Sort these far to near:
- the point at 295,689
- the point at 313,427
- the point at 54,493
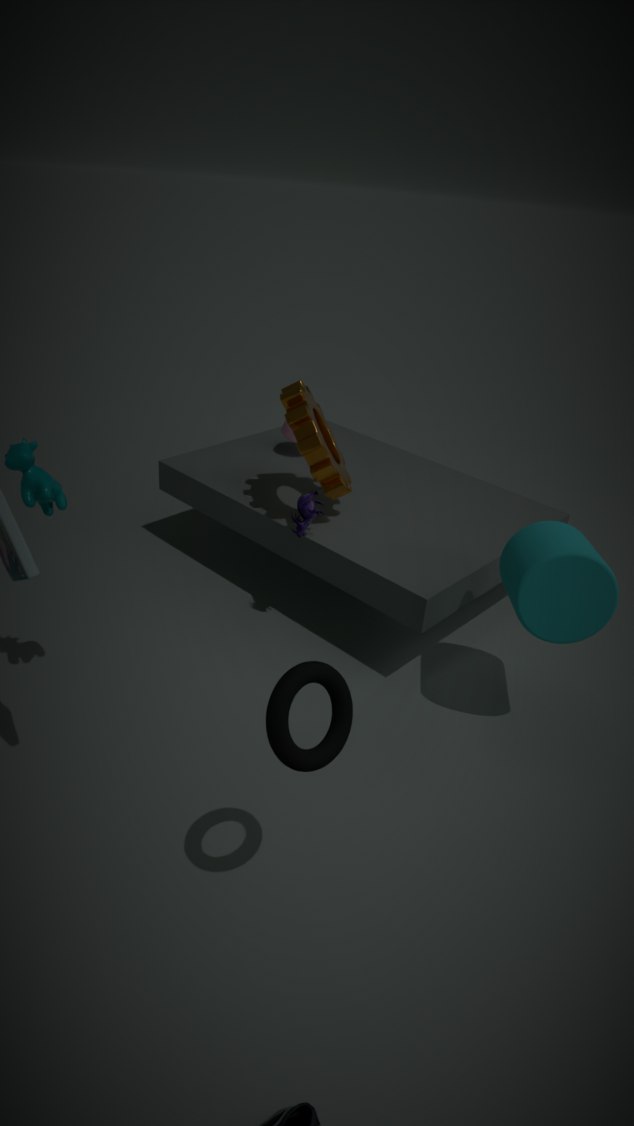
1. the point at 313,427
2. the point at 54,493
3. the point at 295,689
